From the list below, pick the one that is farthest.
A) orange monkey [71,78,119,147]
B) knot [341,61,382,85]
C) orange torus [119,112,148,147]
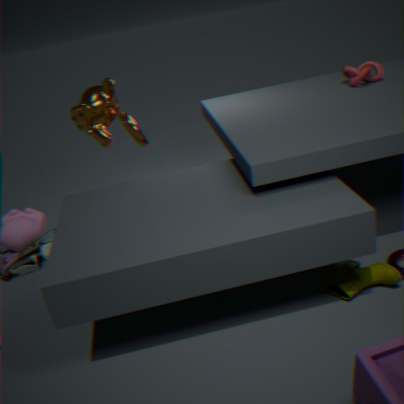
knot [341,61,382,85]
